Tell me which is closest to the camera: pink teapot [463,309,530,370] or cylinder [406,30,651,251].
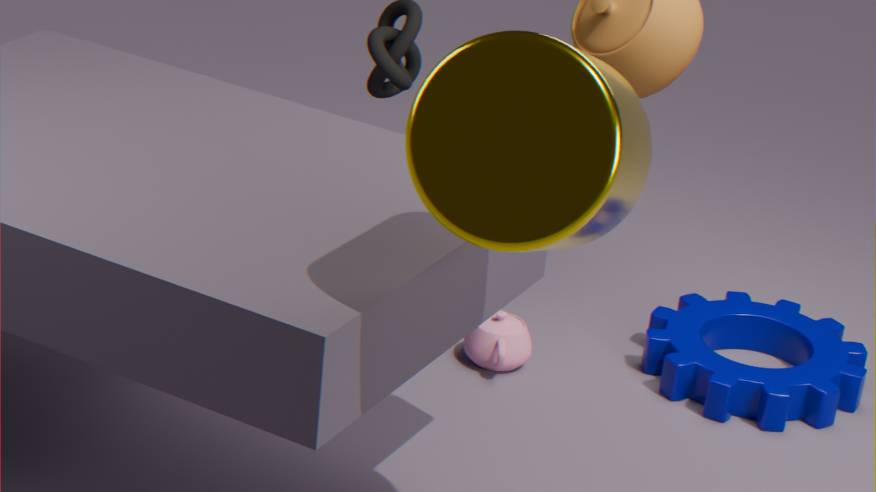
cylinder [406,30,651,251]
